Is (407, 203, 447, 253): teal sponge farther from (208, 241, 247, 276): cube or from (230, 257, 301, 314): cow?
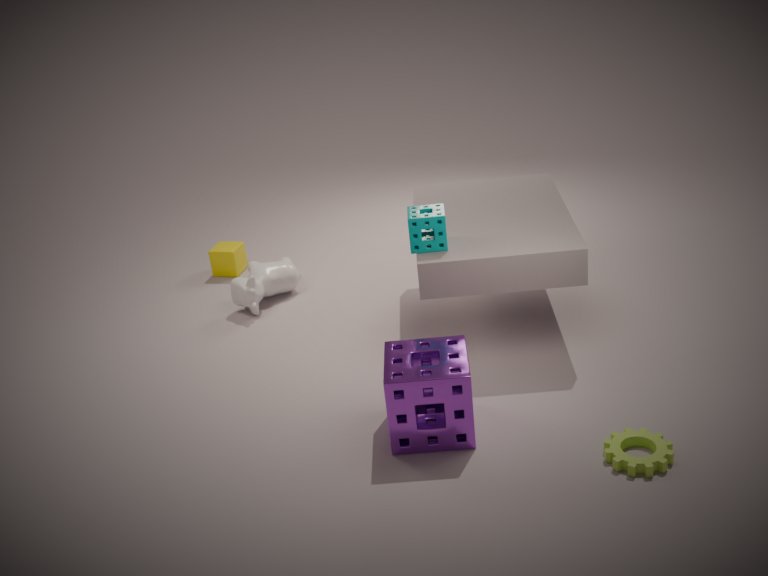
(208, 241, 247, 276): cube
